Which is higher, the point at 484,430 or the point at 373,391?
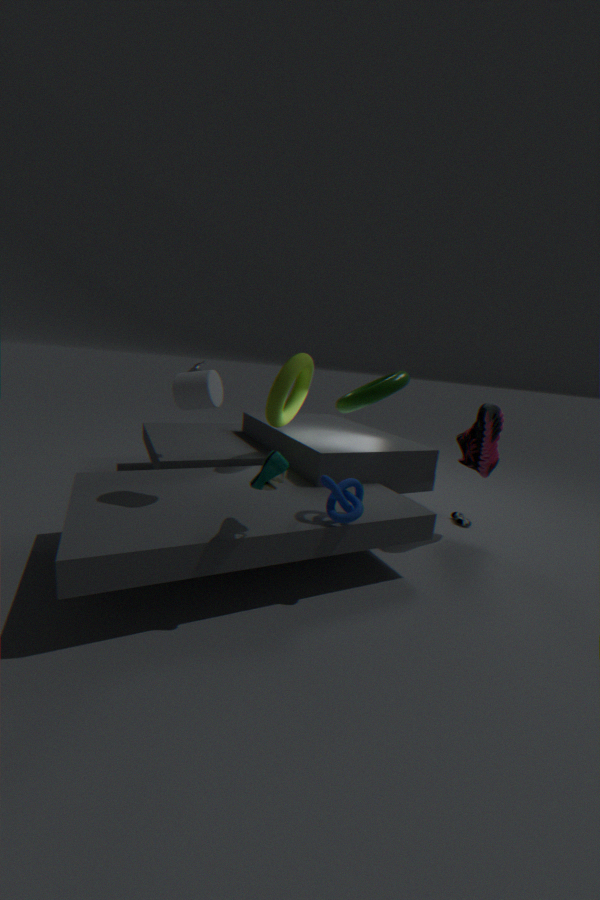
the point at 373,391
